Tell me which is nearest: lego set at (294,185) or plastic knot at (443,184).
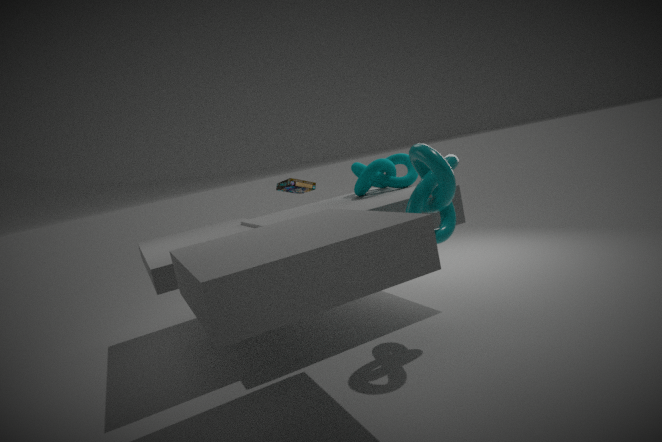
plastic knot at (443,184)
